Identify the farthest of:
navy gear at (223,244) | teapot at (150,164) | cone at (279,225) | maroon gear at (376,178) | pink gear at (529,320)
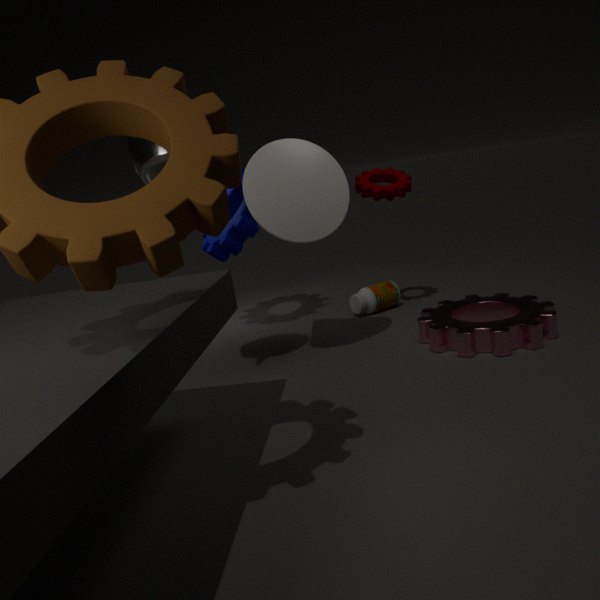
navy gear at (223,244)
